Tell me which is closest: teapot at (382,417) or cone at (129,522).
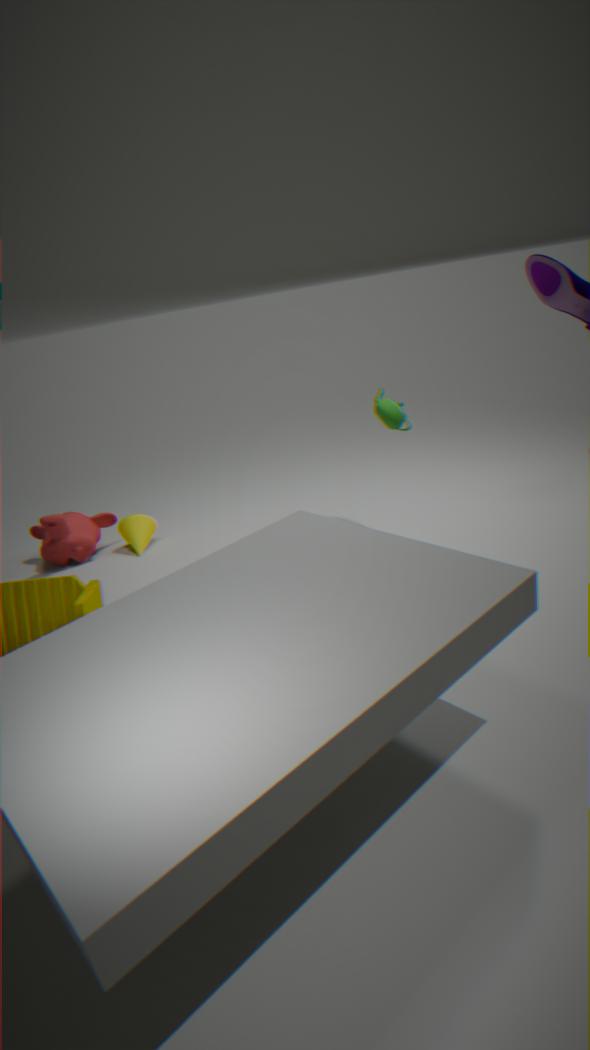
teapot at (382,417)
